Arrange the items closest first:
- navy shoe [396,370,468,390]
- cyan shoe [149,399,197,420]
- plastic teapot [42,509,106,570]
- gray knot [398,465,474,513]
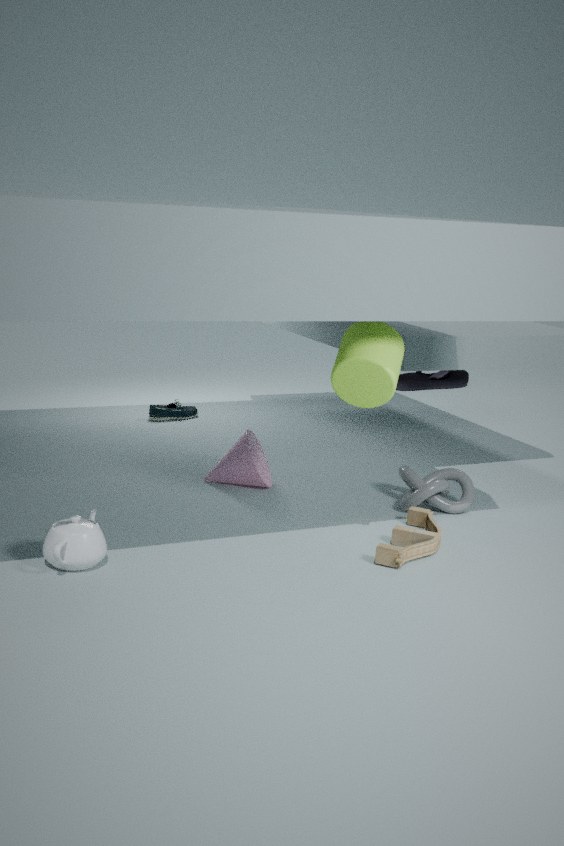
plastic teapot [42,509,106,570] → gray knot [398,465,474,513] → cyan shoe [149,399,197,420] → navy shoe [396,370,468,390]
